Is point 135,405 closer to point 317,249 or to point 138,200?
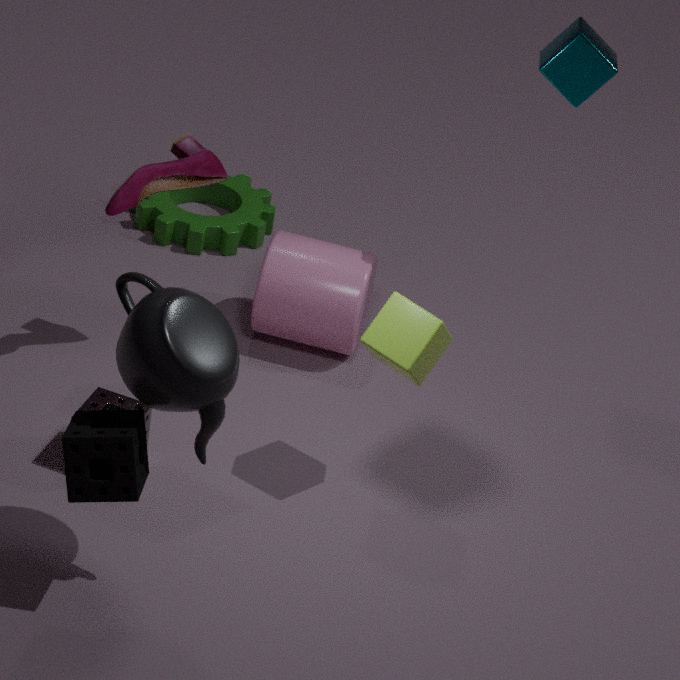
point 138,200
